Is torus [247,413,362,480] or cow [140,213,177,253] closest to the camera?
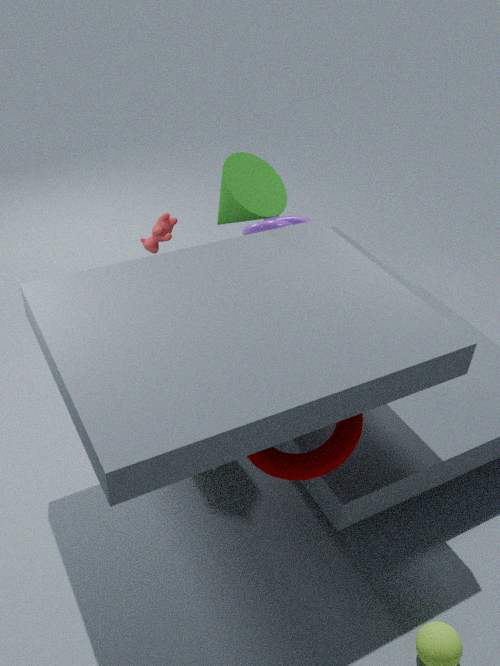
torus [247,413,362,480]
